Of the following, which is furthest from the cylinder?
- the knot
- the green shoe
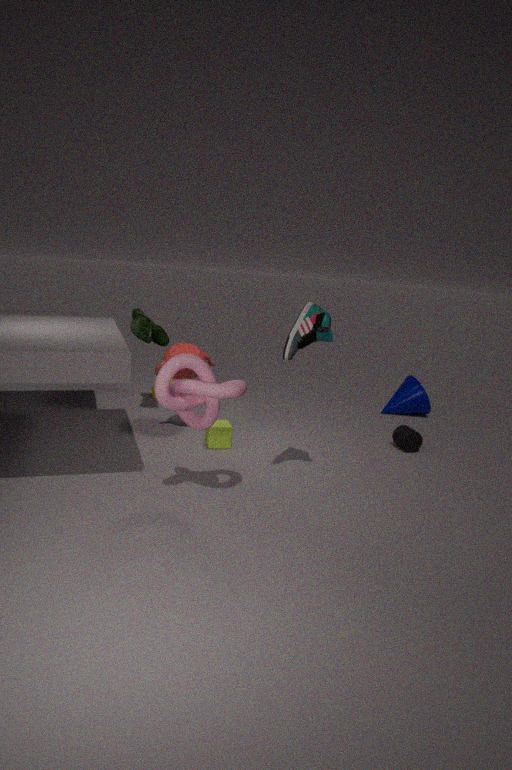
the green shoe
